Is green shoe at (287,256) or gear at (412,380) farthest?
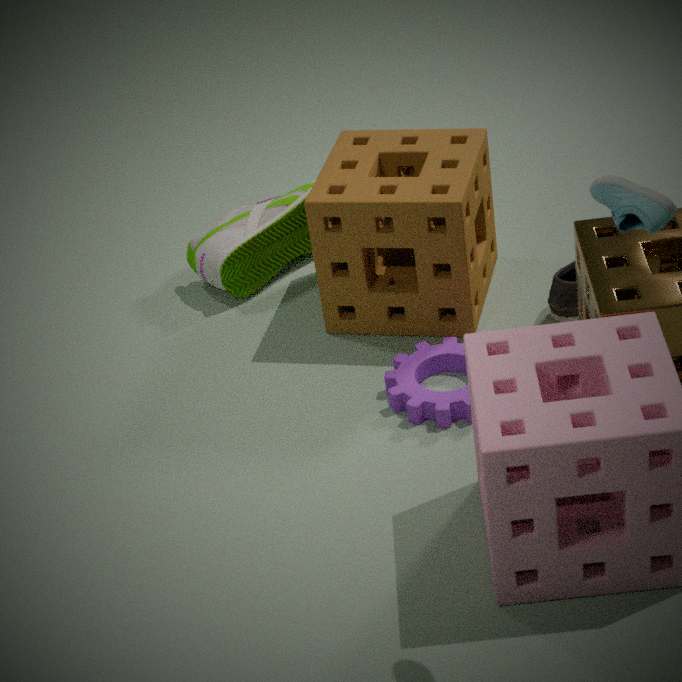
green shoe at (287,256)
